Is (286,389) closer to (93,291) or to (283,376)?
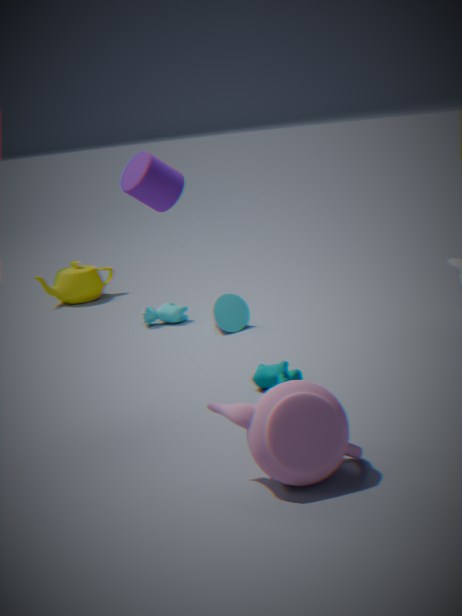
(283,376)
